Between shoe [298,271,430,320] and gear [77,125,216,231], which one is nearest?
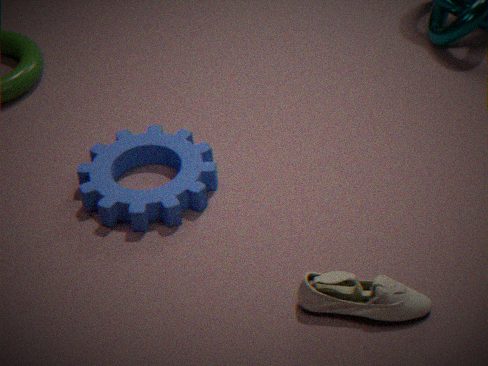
shoe [298,271,430,320]
